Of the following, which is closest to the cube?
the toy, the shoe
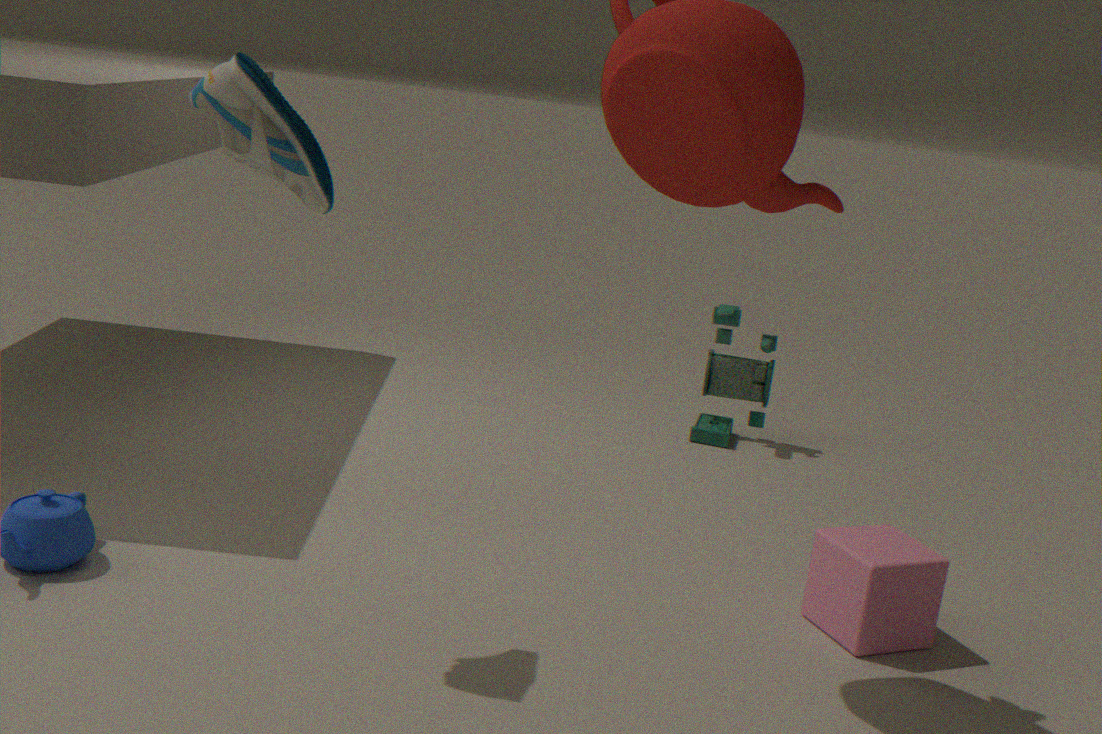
the toy
